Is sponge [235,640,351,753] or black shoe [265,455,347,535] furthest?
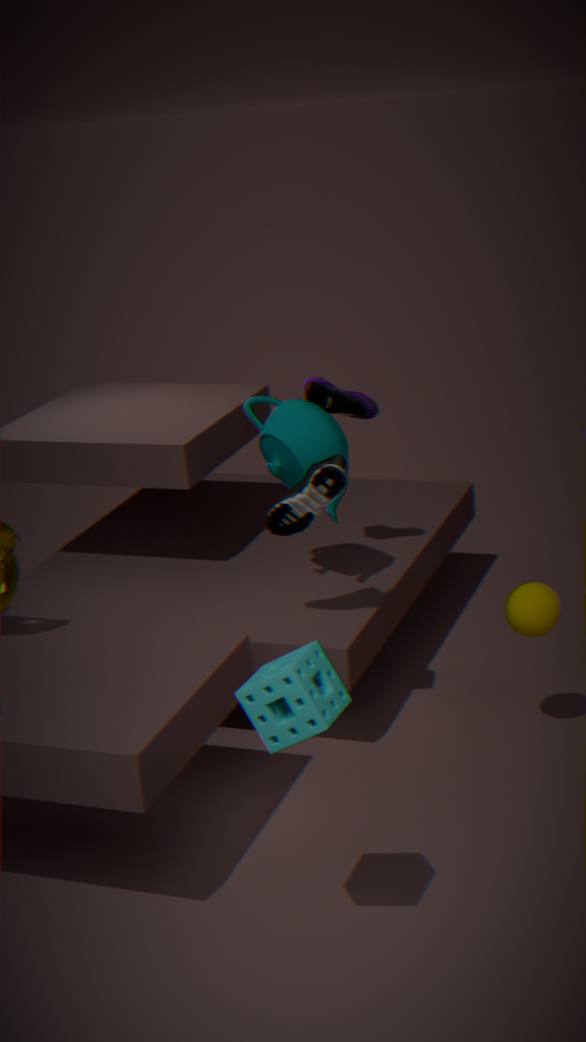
black shoe [265,455,347,535]
